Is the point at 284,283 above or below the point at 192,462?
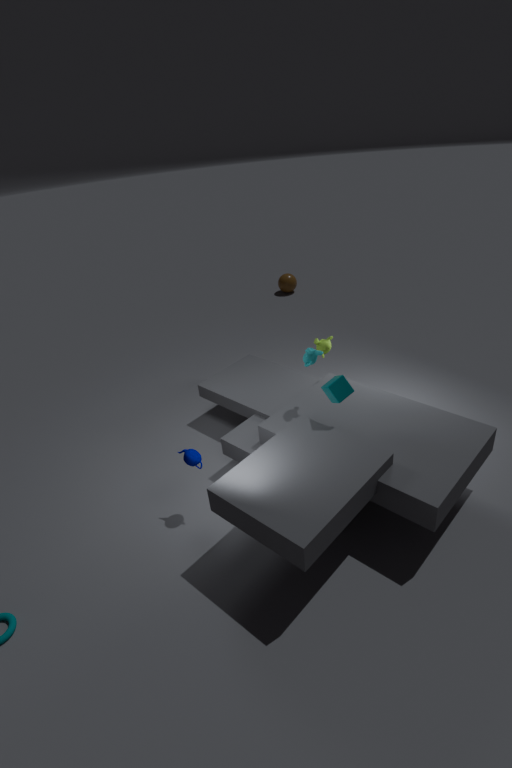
below
